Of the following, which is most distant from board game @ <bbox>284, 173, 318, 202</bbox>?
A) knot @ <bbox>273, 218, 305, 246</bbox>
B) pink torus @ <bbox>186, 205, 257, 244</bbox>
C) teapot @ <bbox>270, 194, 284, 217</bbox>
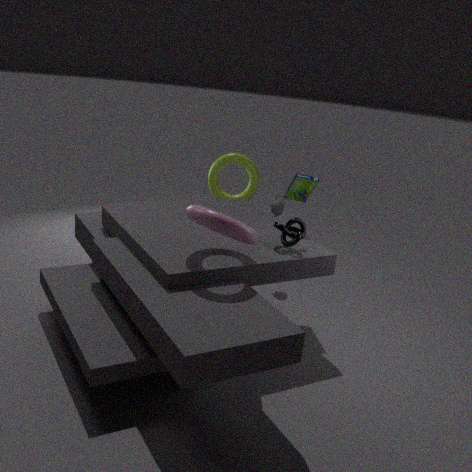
pink torus @ <bbox>186, 205, 257, 244</bbox>
